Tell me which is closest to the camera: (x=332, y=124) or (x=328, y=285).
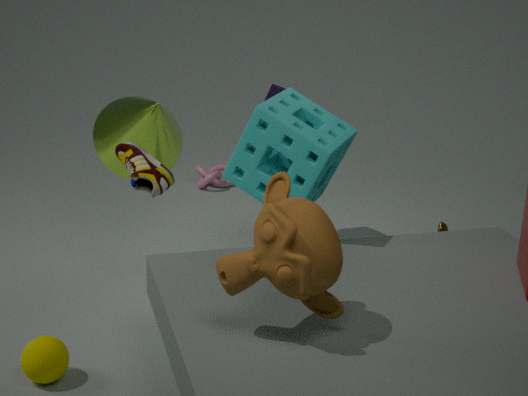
(x=328, y=285)
